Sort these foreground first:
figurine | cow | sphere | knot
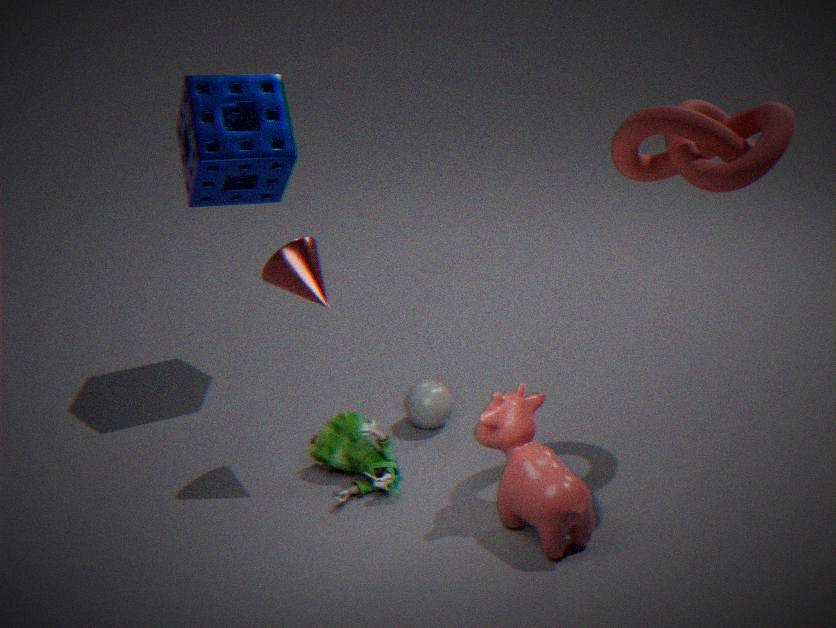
1. knot
2. cow
3. figurine
4. sphere
